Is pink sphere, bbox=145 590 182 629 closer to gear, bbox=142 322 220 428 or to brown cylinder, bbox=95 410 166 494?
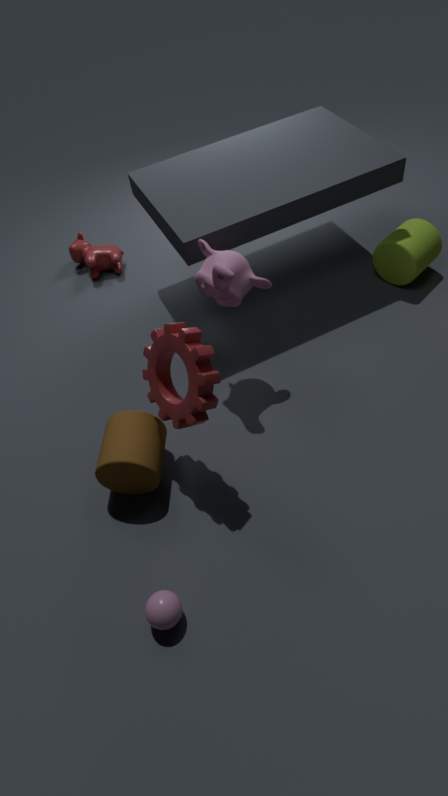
brown cylinder, bbox=95 410 166 494
